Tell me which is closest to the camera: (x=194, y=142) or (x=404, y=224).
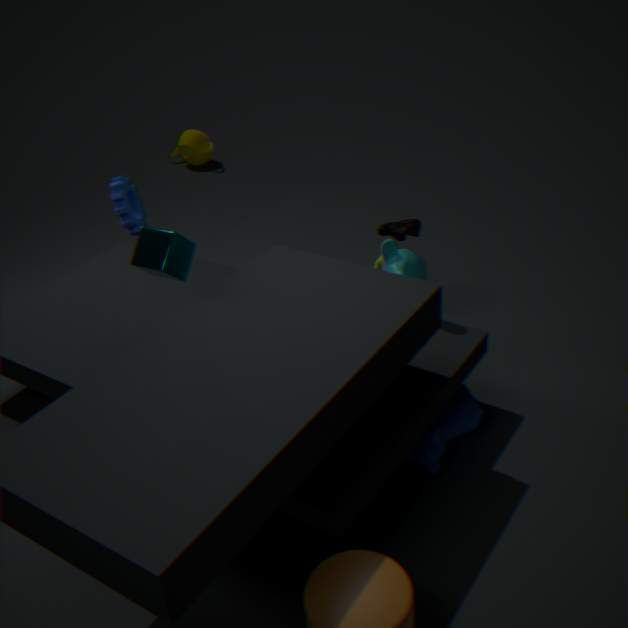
(x=404, y=224)
